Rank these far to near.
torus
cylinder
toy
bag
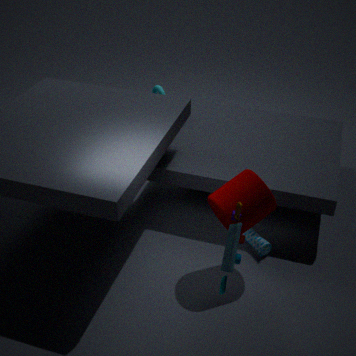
torus < bag < cylinder < toy
